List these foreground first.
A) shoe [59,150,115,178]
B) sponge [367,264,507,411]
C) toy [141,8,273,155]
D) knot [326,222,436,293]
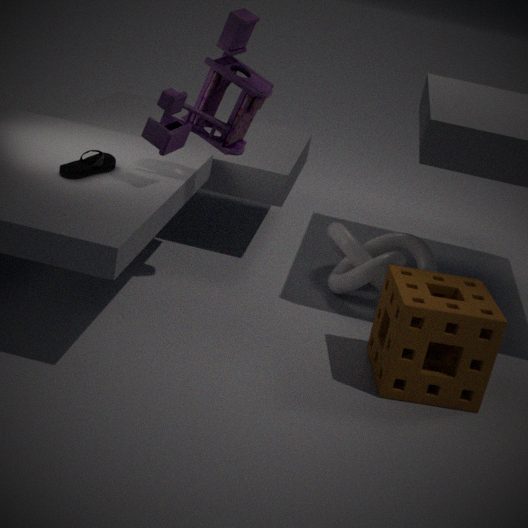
sponge [367,264,507,411]
toy [141,8,273,155]
shoe [59,150,115,178]
knot [326,222,436,293]
